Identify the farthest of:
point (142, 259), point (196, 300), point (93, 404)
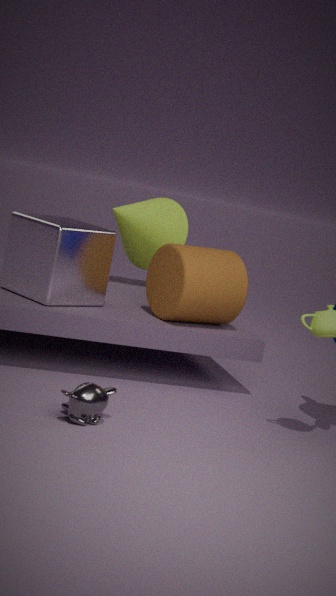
point (142, 259)
